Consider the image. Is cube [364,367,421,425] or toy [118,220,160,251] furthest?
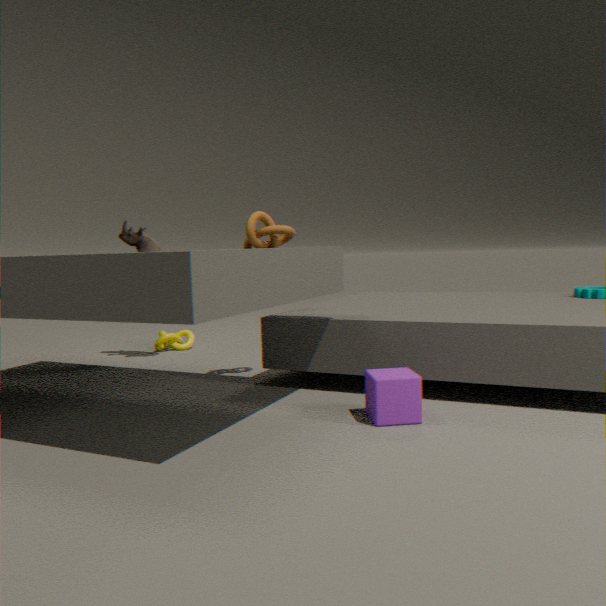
toy [118,220,160,251]
